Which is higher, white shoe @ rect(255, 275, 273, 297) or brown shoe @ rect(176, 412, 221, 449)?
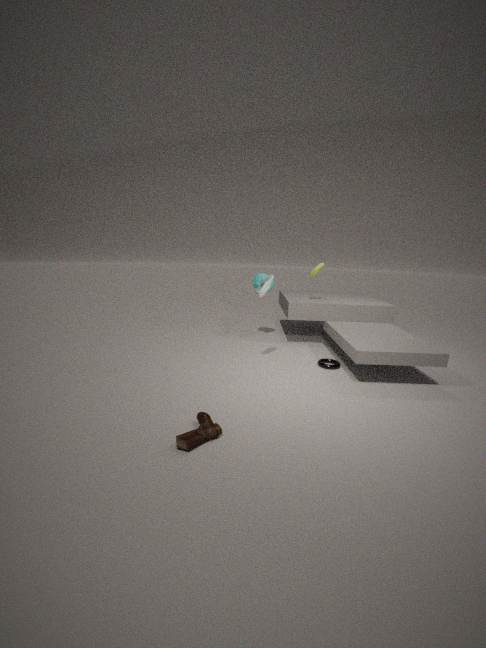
white shoe @ rect(255, 275, 273, 297)
